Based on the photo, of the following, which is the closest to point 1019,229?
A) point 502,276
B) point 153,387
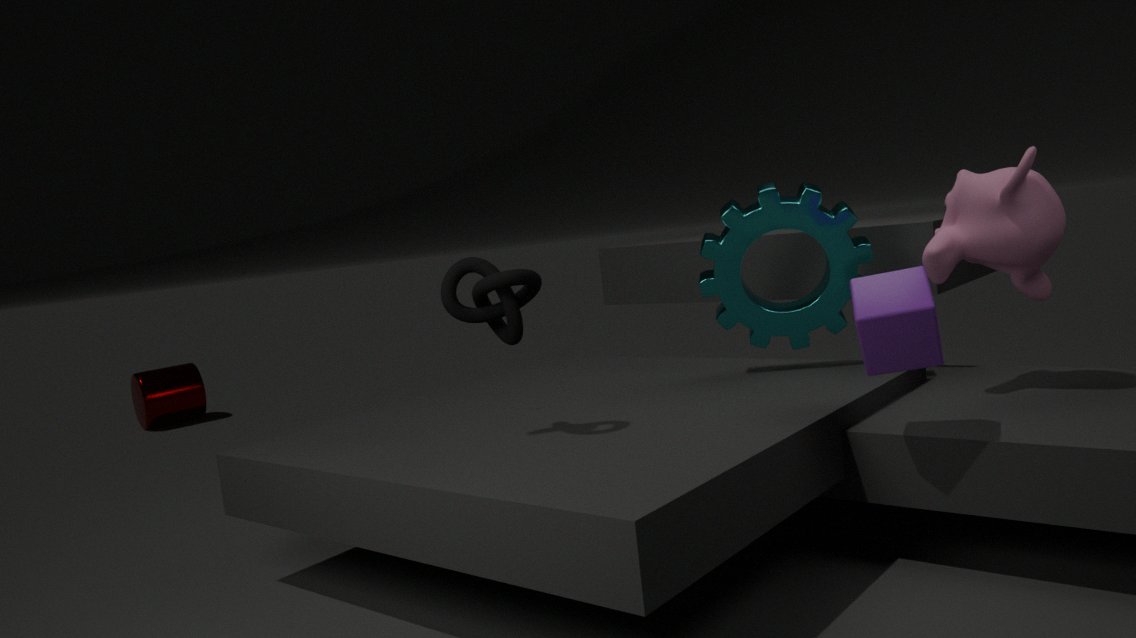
point 502,276
